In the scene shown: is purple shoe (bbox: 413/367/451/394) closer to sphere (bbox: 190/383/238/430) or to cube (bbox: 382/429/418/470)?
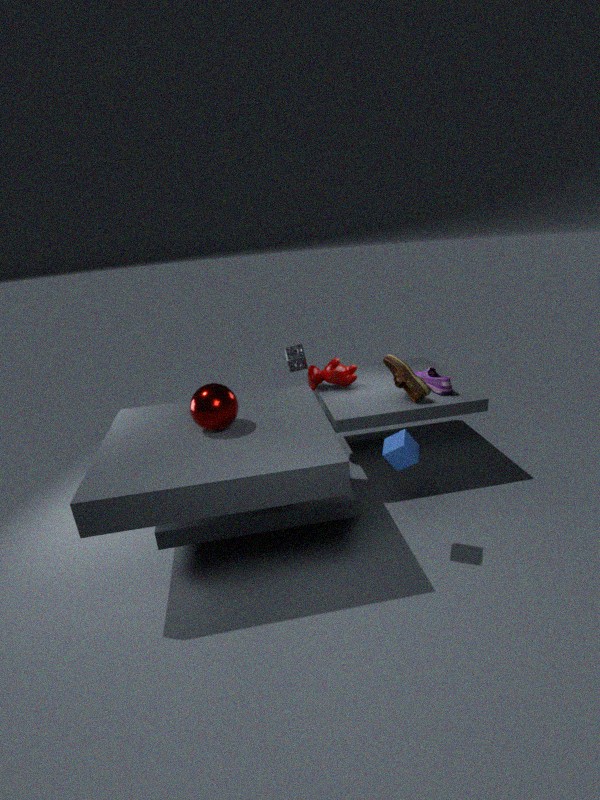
cube (bbox: 382/429/418/470)
